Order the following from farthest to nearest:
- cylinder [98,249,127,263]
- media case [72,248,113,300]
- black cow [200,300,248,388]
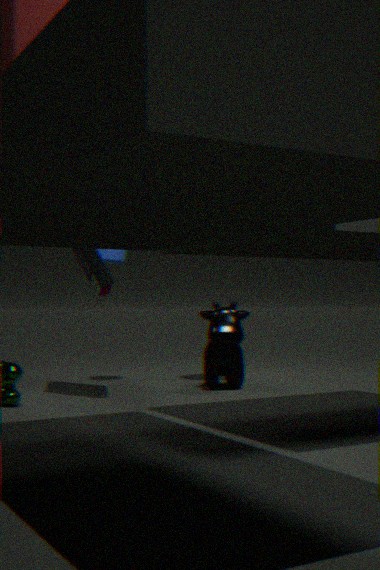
cylinder [98,249,127,263] → black cow [200,300,248,388] → media case [72,248,113,300]
